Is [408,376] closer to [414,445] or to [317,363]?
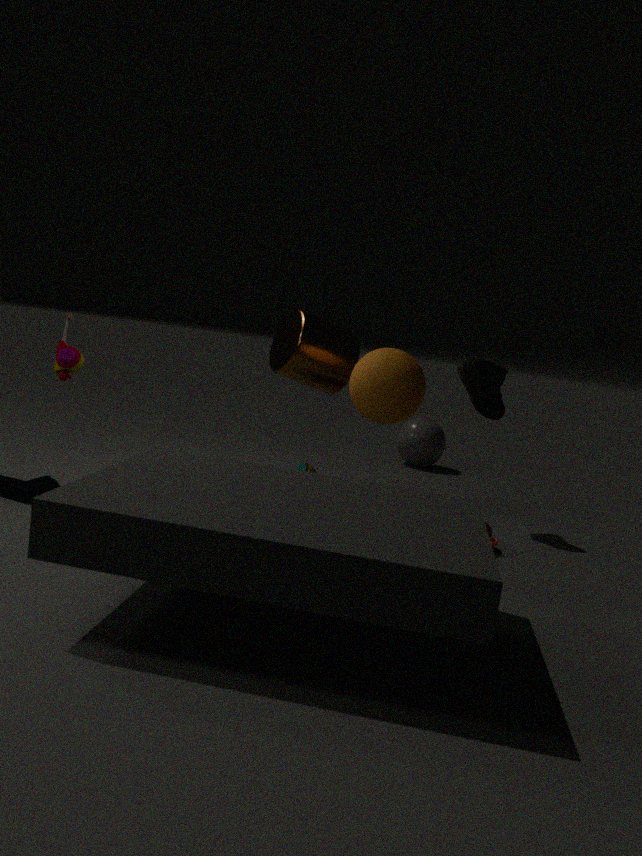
[317,363]
